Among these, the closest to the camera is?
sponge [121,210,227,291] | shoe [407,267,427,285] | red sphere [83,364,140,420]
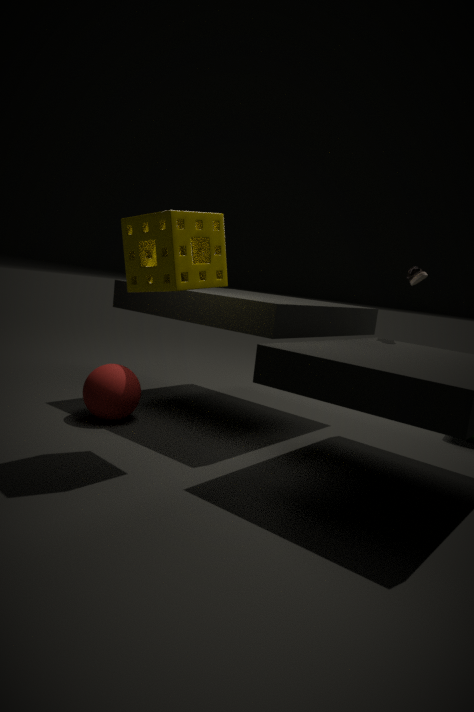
sponge [121,210,227,291]
